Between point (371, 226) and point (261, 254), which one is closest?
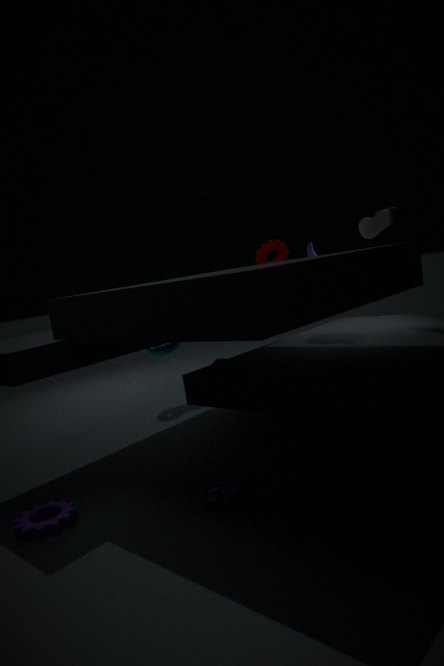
point (371, 226)
